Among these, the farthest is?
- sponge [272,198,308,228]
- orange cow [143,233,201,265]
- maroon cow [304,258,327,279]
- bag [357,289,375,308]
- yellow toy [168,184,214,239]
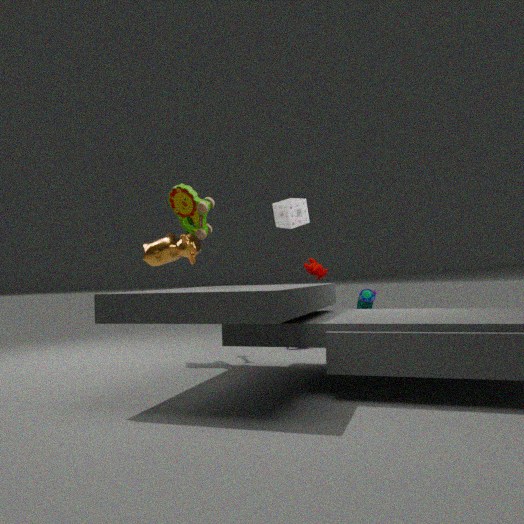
maroon cow [304,258,327,279]
